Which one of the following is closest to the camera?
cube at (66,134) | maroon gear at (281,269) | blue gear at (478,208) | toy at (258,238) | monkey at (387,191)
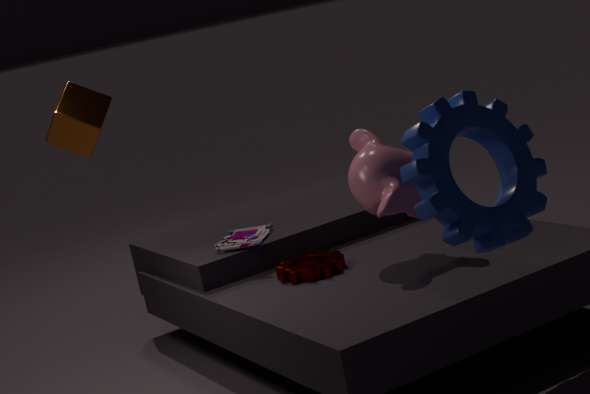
blue gear at (478,208)
